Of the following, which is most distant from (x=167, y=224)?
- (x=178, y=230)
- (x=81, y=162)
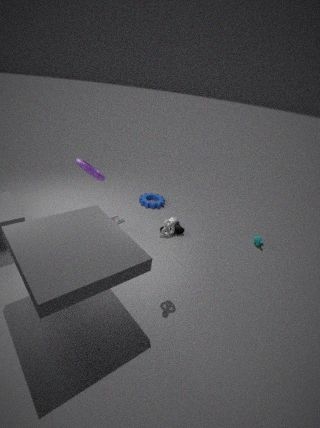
(x=81, y=162)
